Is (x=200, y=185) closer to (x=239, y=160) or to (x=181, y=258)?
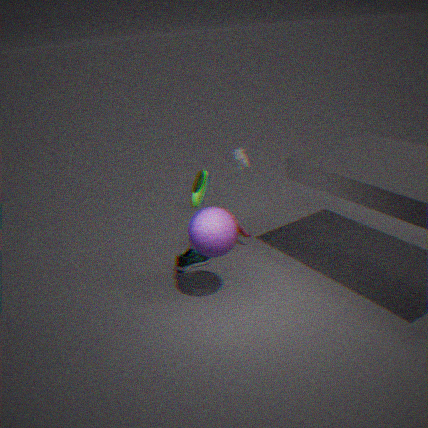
(x=181, y=258)
